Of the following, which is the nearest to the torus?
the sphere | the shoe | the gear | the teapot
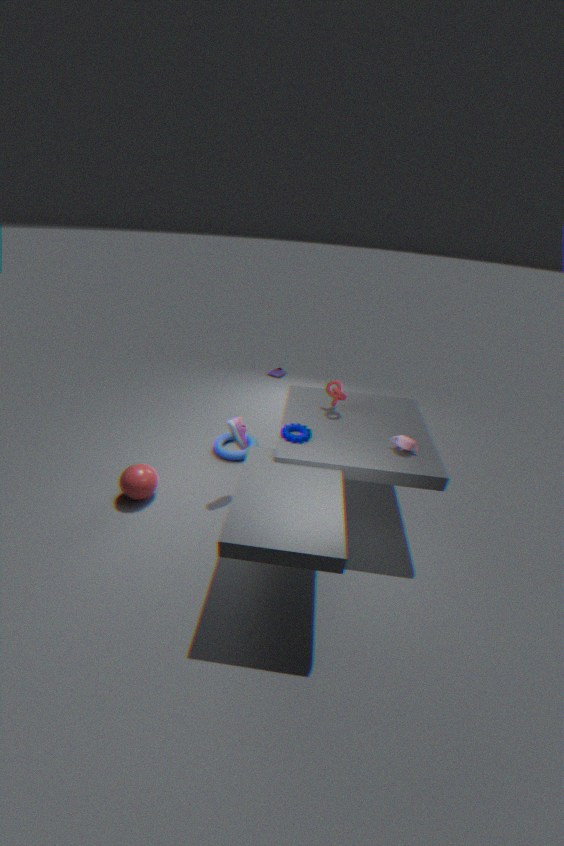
the shoe
